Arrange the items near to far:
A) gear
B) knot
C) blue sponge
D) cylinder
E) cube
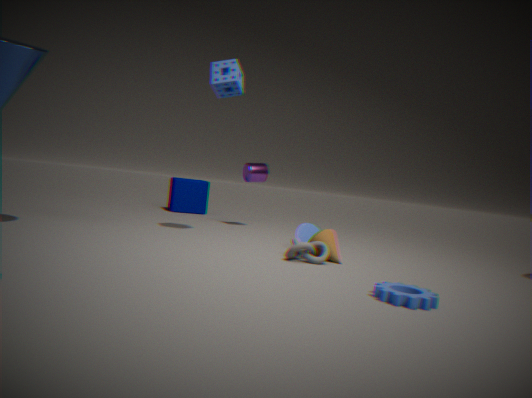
gear < knot < blue sponge < cylinder < cube
